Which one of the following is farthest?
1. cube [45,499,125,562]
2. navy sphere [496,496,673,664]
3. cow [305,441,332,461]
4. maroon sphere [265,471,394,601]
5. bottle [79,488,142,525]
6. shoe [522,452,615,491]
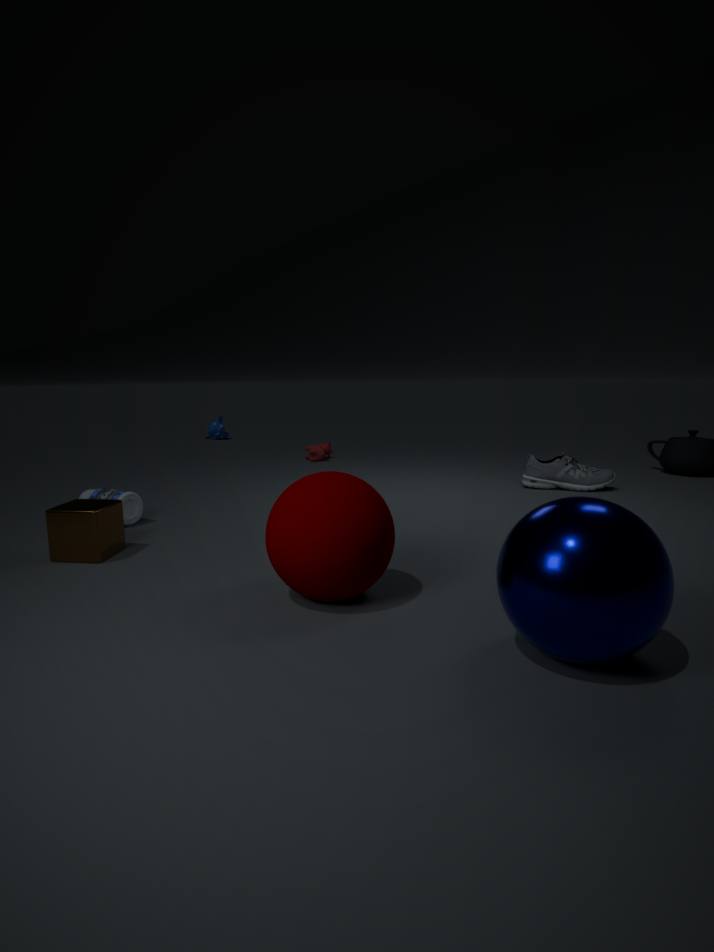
cow [305,441,332,461]
